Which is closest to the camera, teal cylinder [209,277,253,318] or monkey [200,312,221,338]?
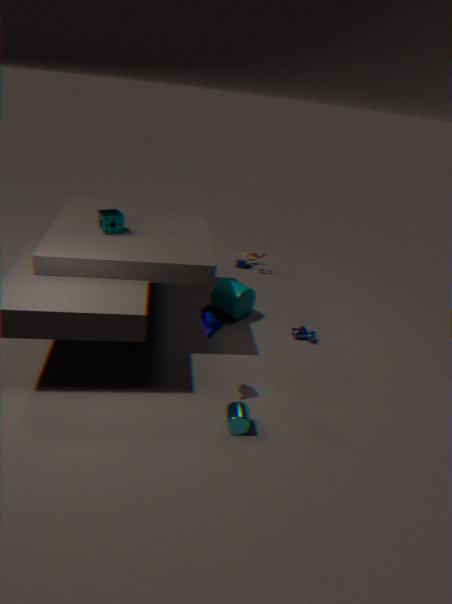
monkey [200,312,221,338]
